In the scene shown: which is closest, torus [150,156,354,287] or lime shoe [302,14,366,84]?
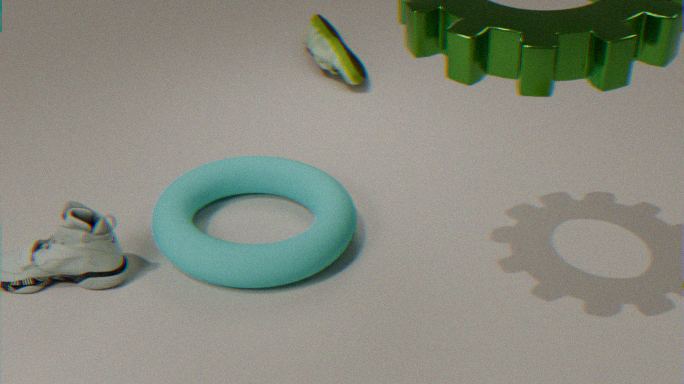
torus [150,156,354,287]
